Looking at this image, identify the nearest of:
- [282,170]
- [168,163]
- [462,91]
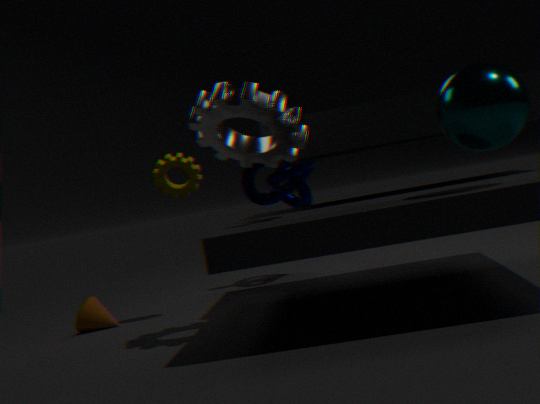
[462,91]
